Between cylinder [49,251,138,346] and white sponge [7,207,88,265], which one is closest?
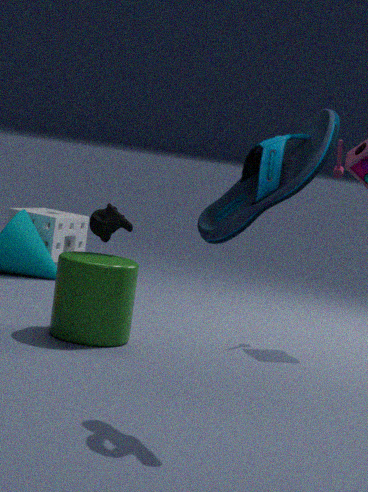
cylinder [49,251,138,346]
